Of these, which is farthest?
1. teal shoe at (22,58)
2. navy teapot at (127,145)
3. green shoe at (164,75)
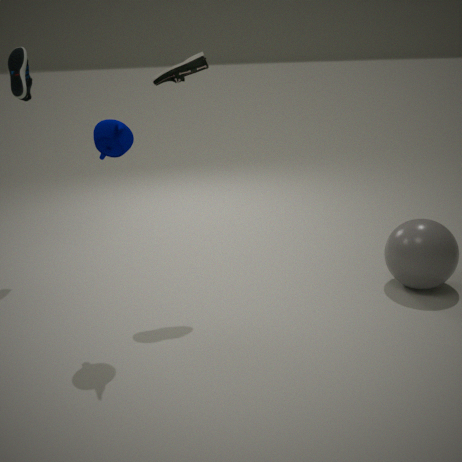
teal shoe at (22,58)
